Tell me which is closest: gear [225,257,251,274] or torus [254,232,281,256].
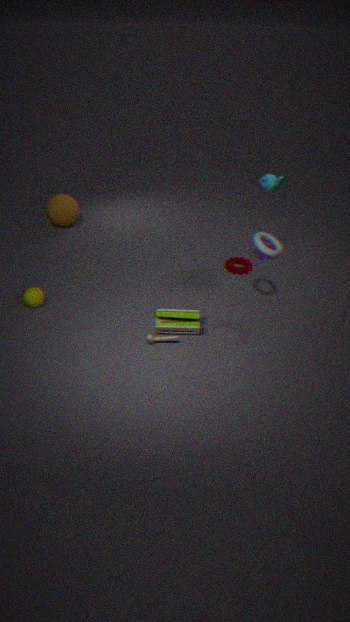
torus [254,232,281,256]
